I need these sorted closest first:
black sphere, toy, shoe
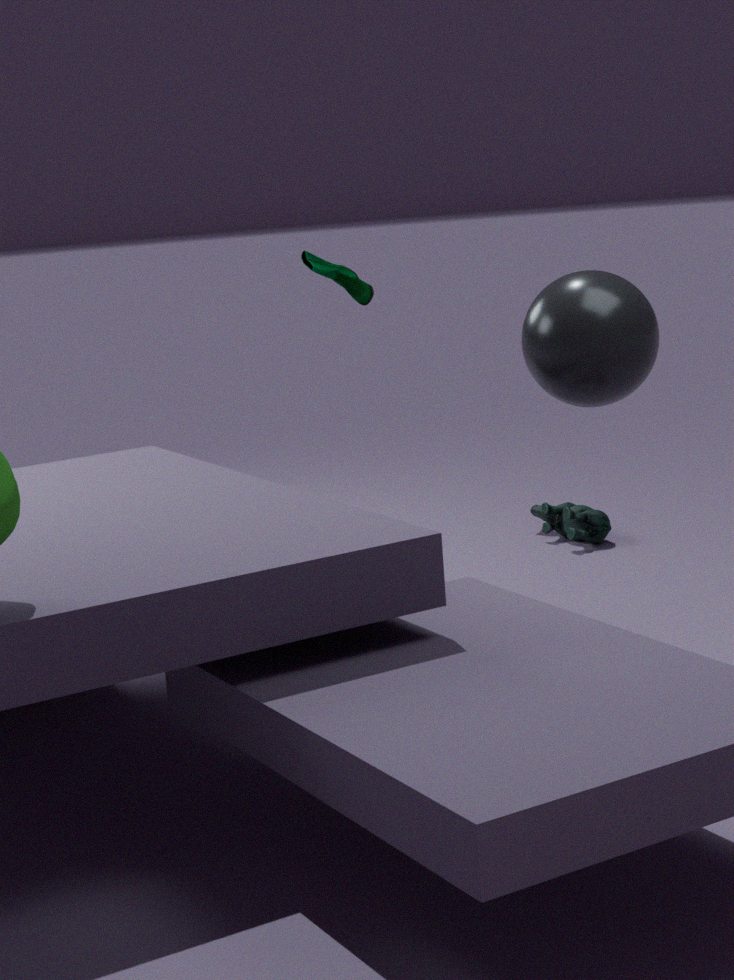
black sphere < shoe < toy
